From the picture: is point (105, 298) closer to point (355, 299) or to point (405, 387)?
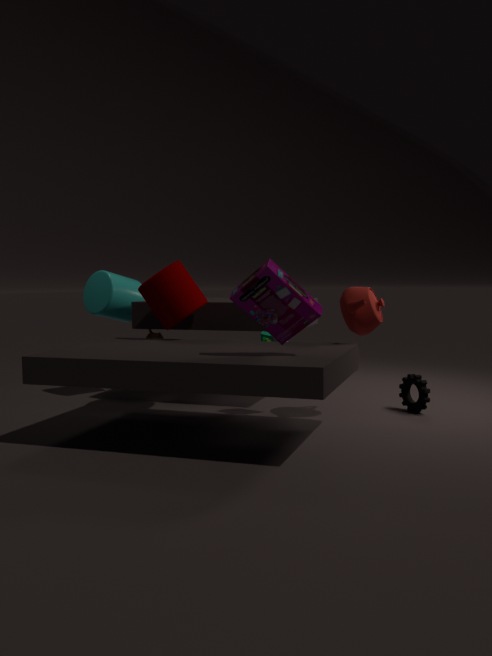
point (355, 299)
